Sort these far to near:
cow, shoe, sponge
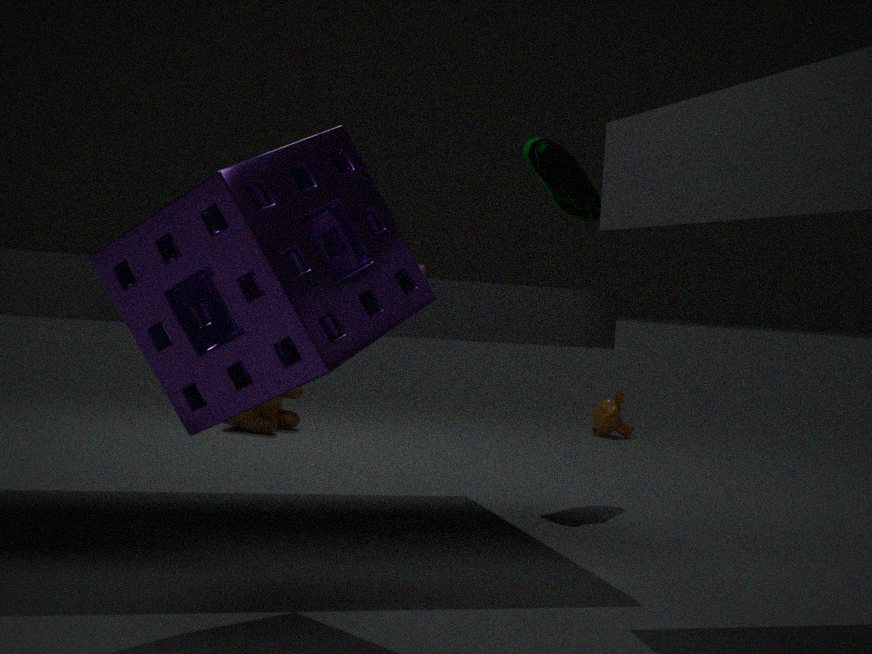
cow, shoe, sponge
